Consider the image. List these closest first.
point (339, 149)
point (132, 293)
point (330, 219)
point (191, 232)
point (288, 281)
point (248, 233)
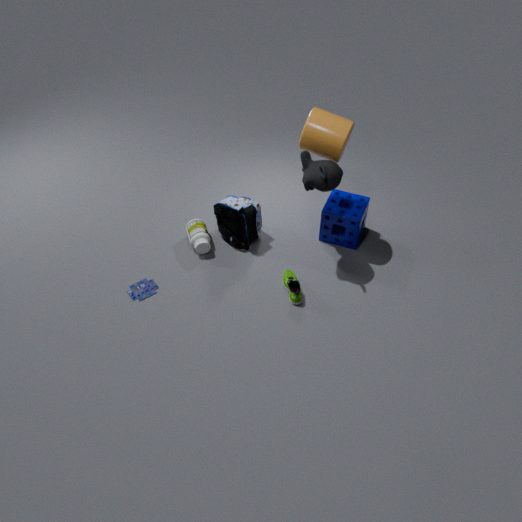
point (339, 149)
point (288, 281)
point (132, 293)
point (330, 219)
point (248, 233)
point (191, 232)
